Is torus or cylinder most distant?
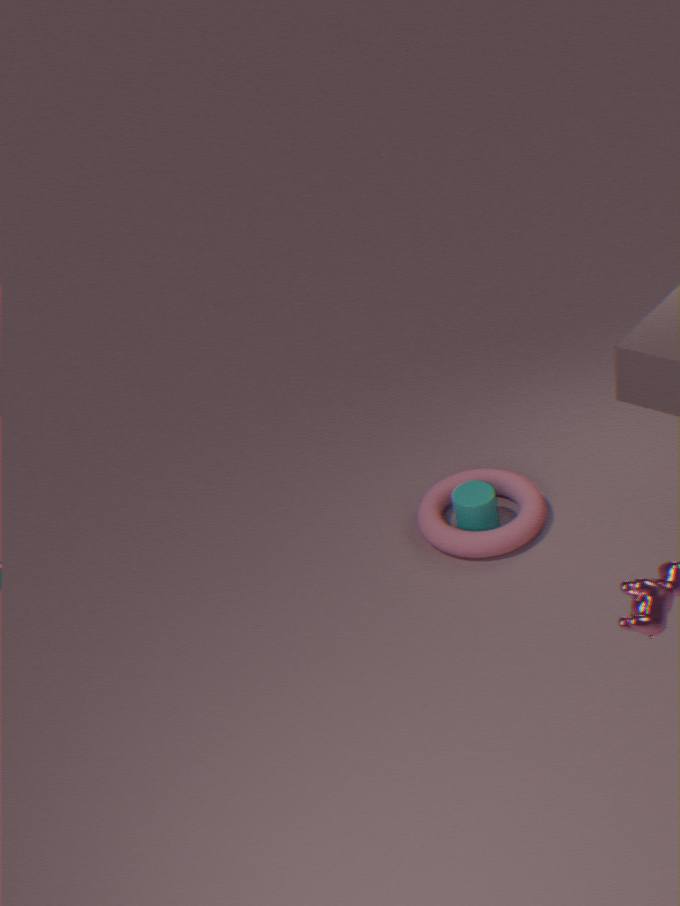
cylinder
